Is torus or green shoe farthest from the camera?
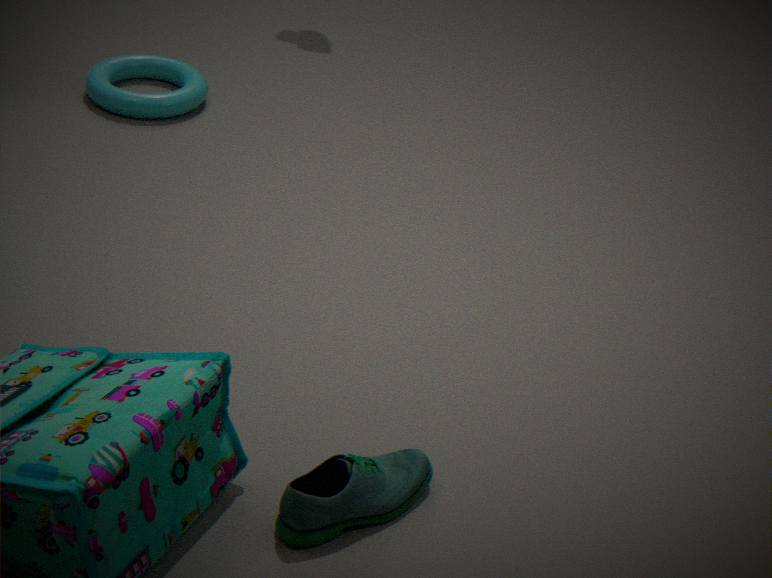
torus
